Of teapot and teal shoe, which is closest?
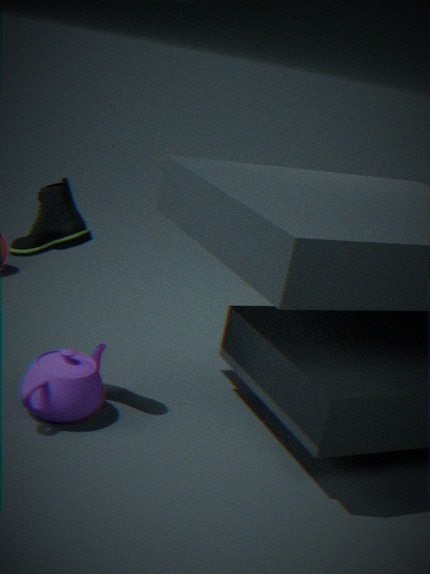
teal shoe
